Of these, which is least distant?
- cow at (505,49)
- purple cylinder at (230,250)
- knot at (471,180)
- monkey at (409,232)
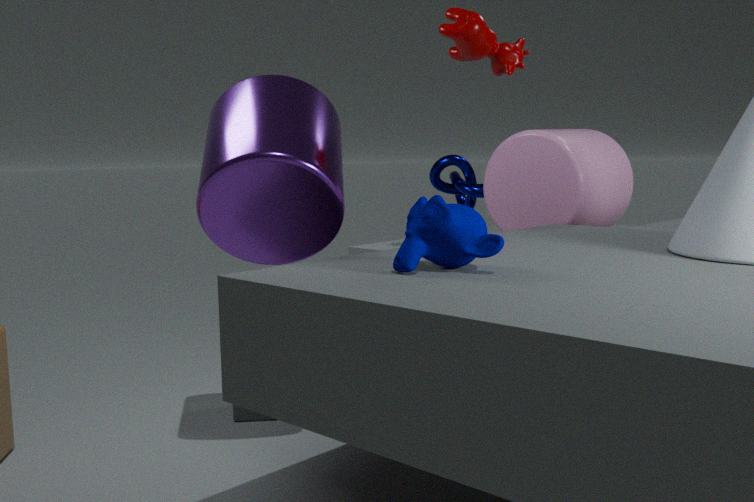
monkey at (409,232)
